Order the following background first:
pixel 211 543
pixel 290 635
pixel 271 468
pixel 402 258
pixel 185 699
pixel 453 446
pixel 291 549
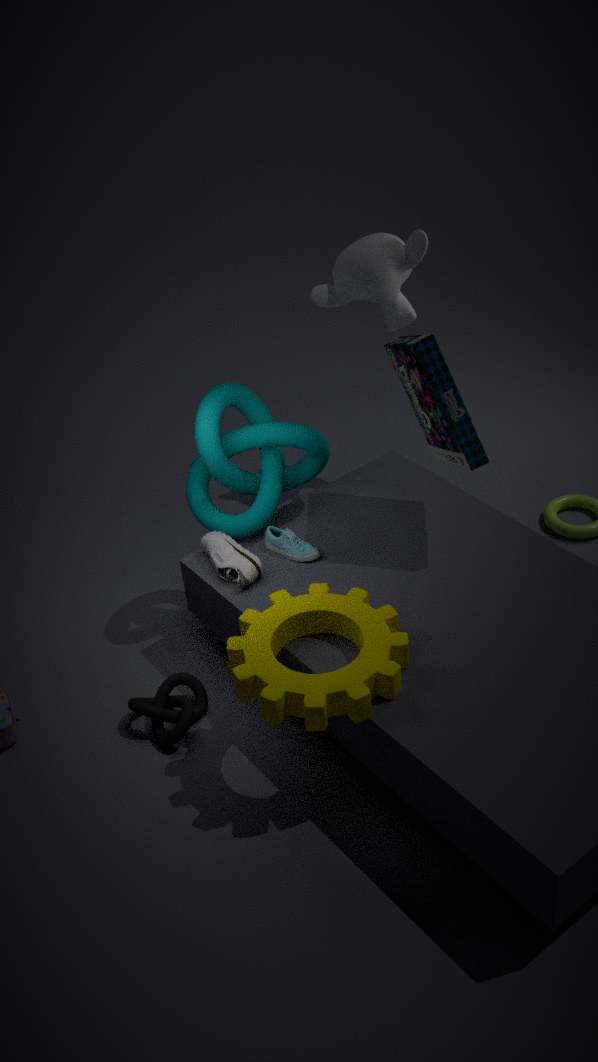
pixel 402 258 < pixel 271 468 < pixel 291 549 < pixel 211 543 < pixel 185 699 < pixel 453 446 < pixel 290 635
